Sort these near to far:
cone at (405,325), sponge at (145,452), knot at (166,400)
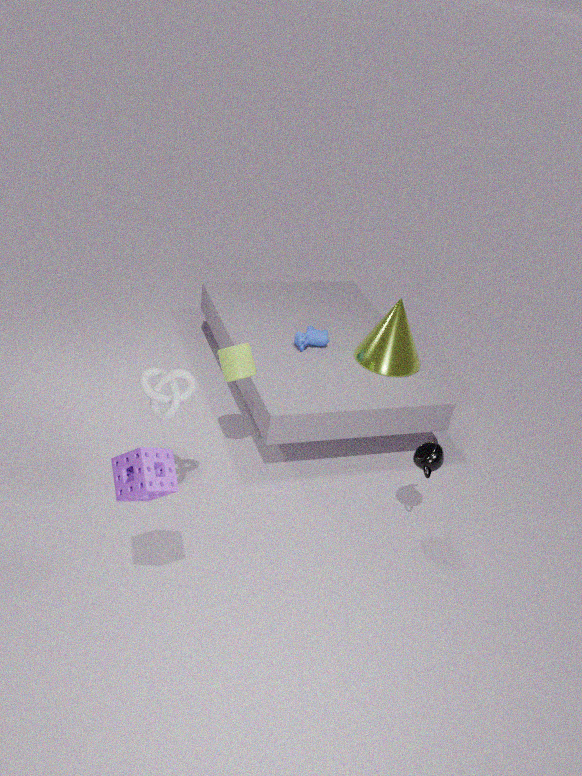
1. sponge at (145,452)
2. knot at (166,400)
3. cone at (405,325)
